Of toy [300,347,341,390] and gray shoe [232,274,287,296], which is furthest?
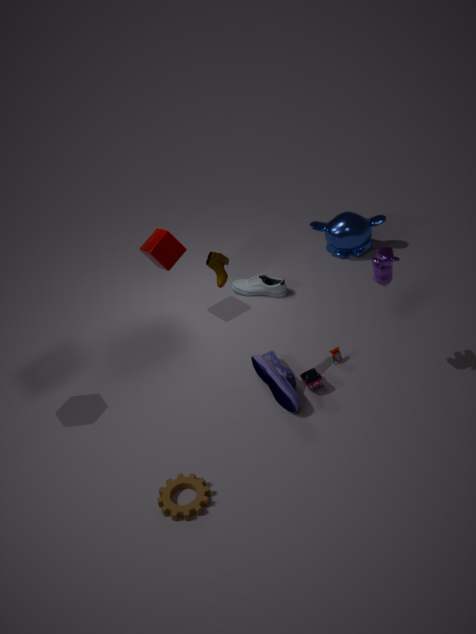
gray shoe [232,274,287,296]
